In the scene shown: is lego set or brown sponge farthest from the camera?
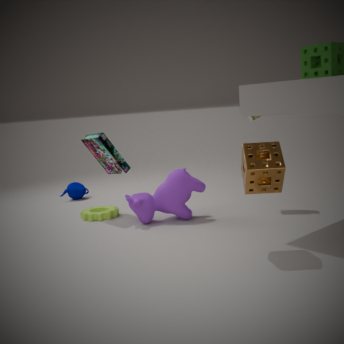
lego set
